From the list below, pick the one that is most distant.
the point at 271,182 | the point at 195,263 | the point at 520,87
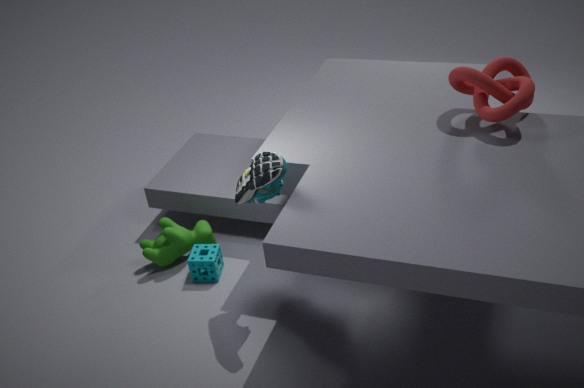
the point at 195,263
